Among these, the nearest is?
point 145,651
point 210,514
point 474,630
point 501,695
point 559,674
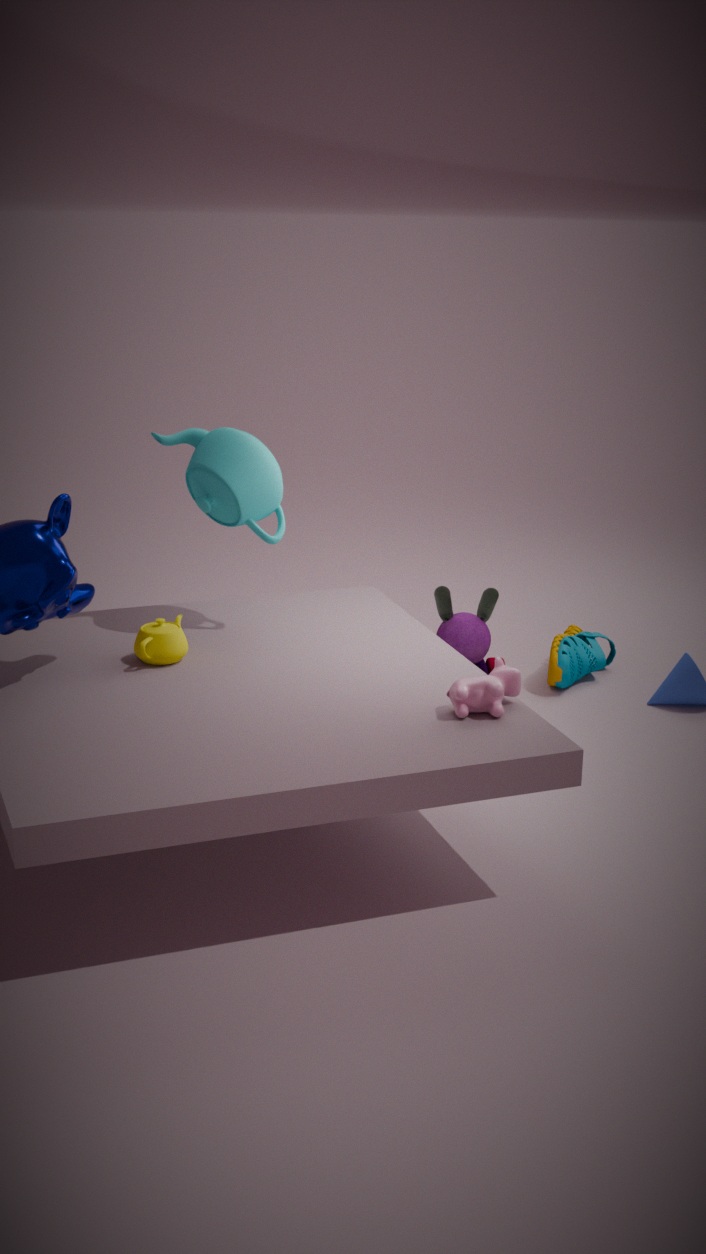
point 501,695
